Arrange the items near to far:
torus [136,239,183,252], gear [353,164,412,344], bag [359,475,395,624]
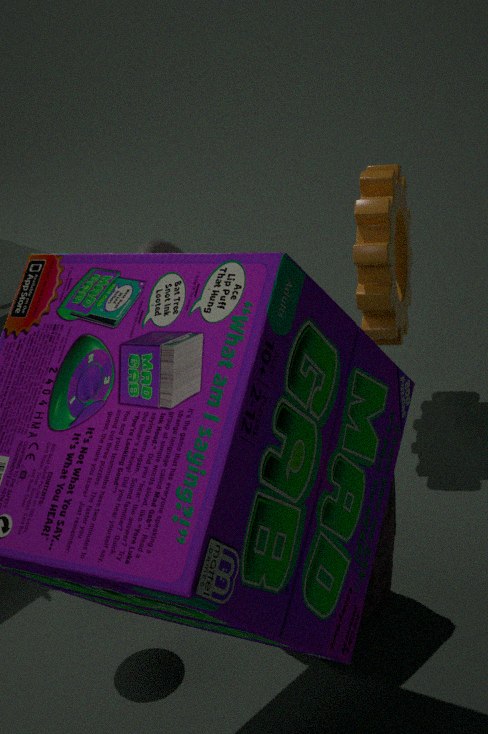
1. bag [359,475,395,624]
2. torus [136,239,183,252]
3. gear [353,164,412,344]
